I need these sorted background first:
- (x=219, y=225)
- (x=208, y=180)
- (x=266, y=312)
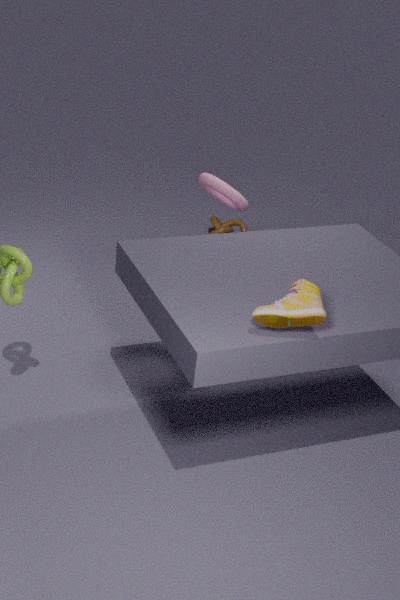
1. (x=219, y=225)
2. (x=208, y=180)
3. (x=266, y=312)
